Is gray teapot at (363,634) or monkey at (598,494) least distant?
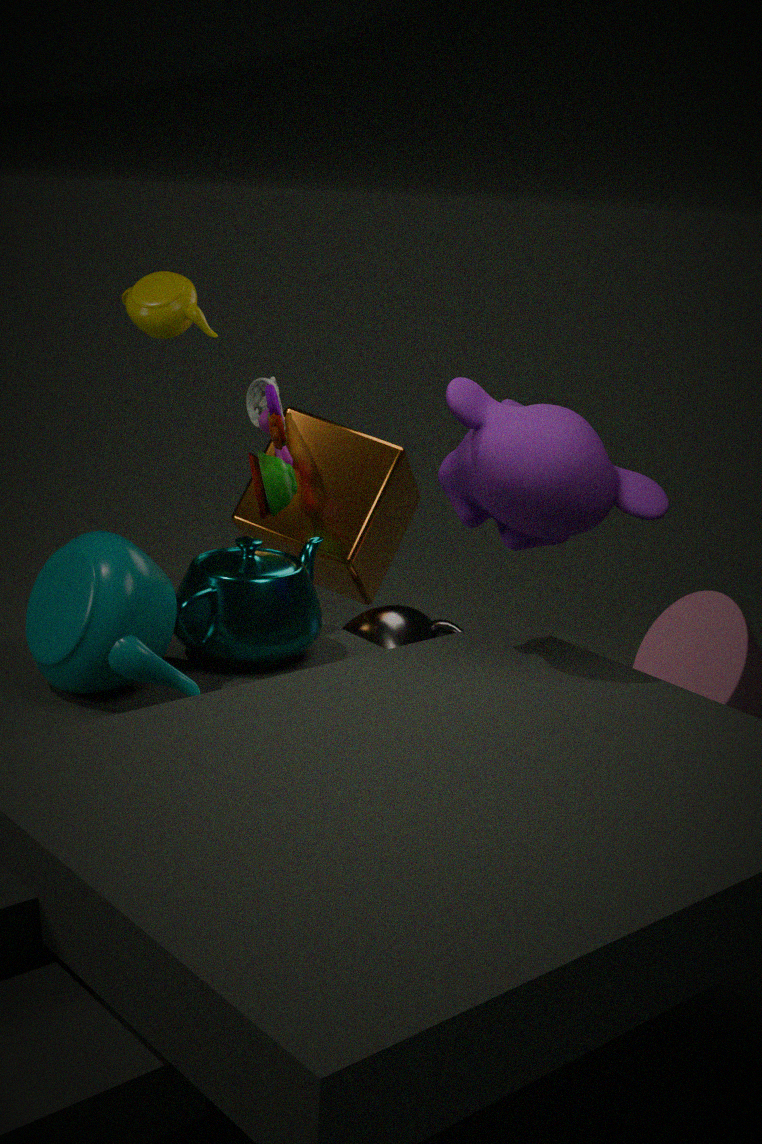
monkey at (598,494)
